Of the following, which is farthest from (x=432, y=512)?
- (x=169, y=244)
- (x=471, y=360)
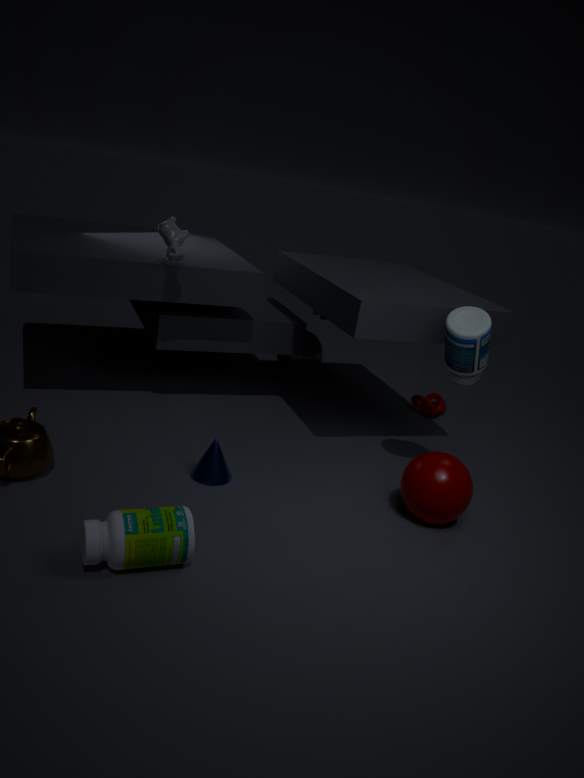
(x=169, y=244)
